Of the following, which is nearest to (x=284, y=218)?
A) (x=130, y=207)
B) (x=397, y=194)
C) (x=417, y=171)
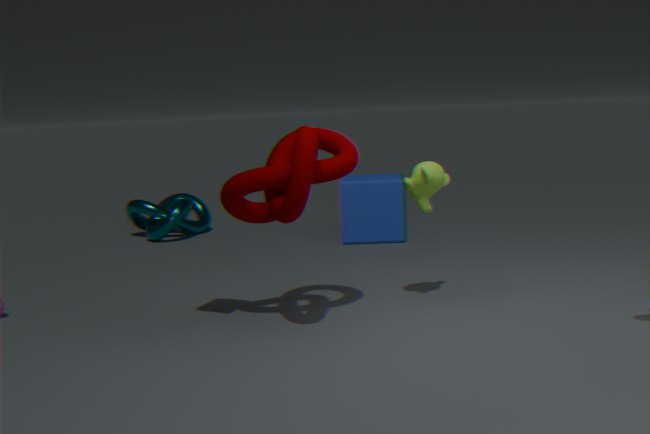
(x=417, y=171)
